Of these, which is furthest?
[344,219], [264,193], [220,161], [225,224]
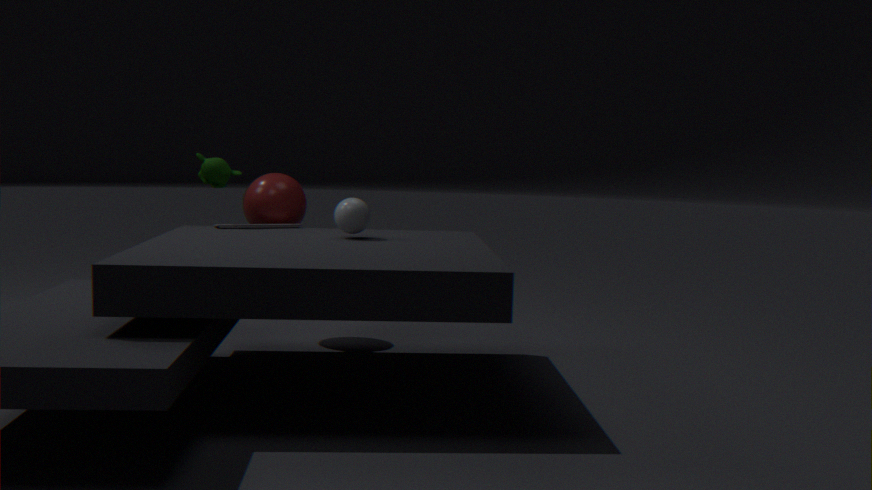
[264,193]
